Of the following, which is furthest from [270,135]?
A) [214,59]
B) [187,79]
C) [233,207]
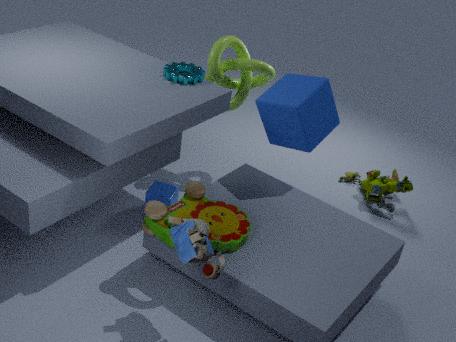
[233,207]
